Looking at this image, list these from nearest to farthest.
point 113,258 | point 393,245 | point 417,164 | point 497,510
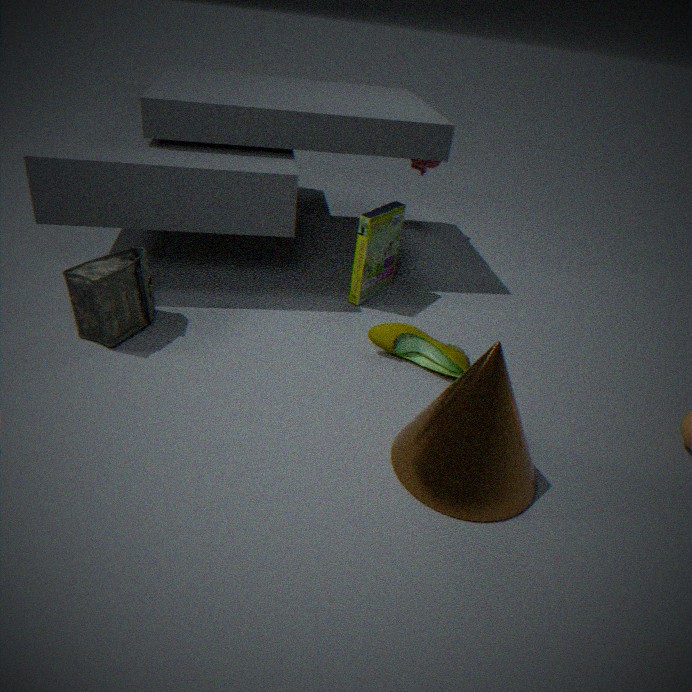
1. point 497,510
2. point 113,258
3. point 393,245
4. point 417,164
